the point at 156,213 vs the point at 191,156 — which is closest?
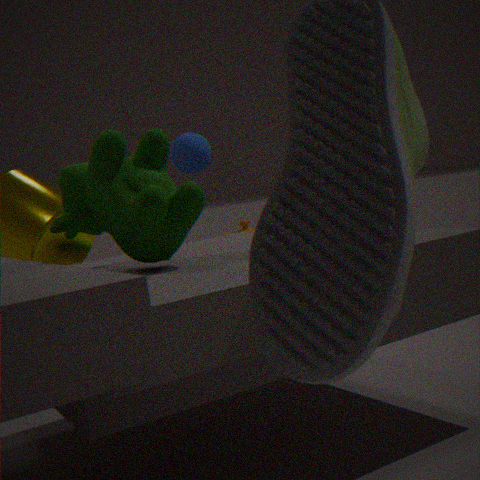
the point at 156,213
